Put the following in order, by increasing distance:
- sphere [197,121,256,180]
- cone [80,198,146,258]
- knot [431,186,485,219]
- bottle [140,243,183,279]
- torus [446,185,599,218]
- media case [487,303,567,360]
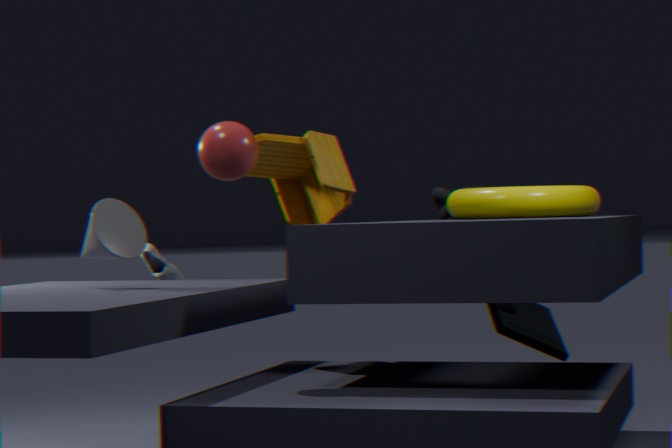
sphere [197,121,256,180]
cone [80,198,146,258]
torus [446,185,599,218]
media case [487,303,567,360]
bottle [140,243,183,279]
knot [431,186,485,219]
